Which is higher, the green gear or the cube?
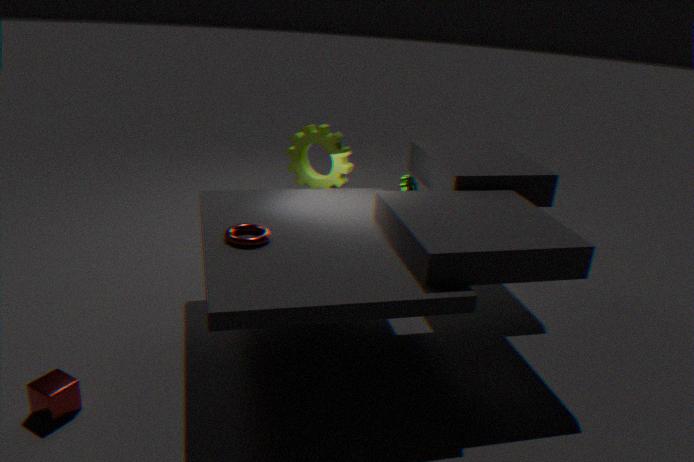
the green gear
